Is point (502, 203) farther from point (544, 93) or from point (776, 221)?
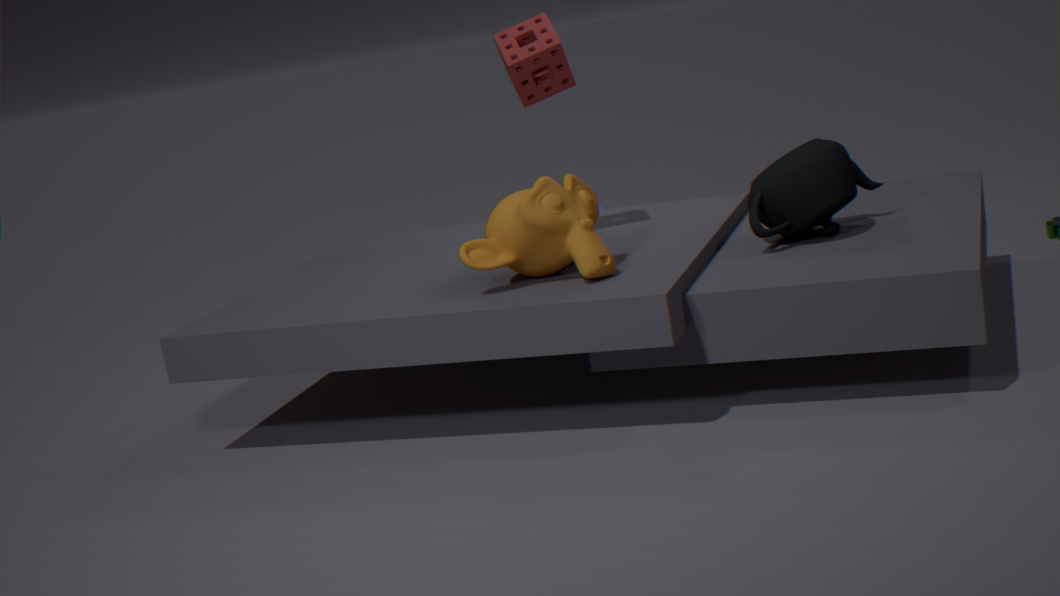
point (776, 221)
